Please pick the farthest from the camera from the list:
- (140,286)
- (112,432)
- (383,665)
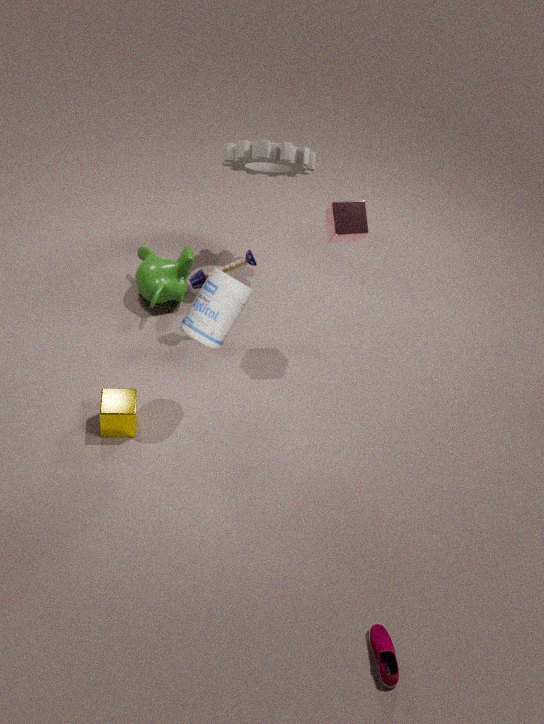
(140,286)
